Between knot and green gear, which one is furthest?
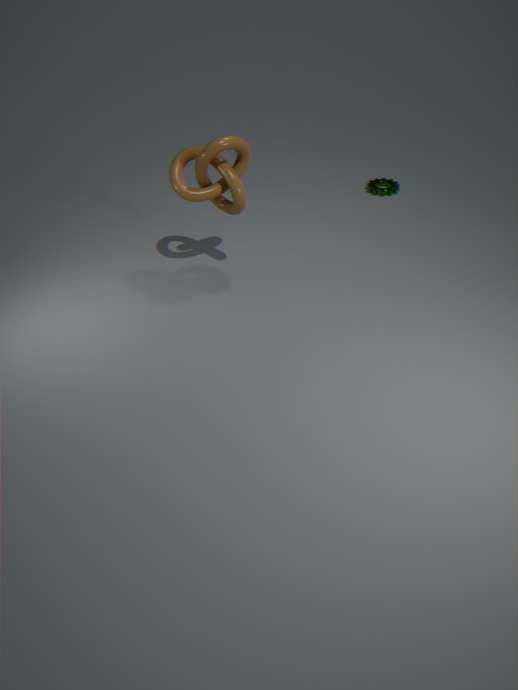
green gear
